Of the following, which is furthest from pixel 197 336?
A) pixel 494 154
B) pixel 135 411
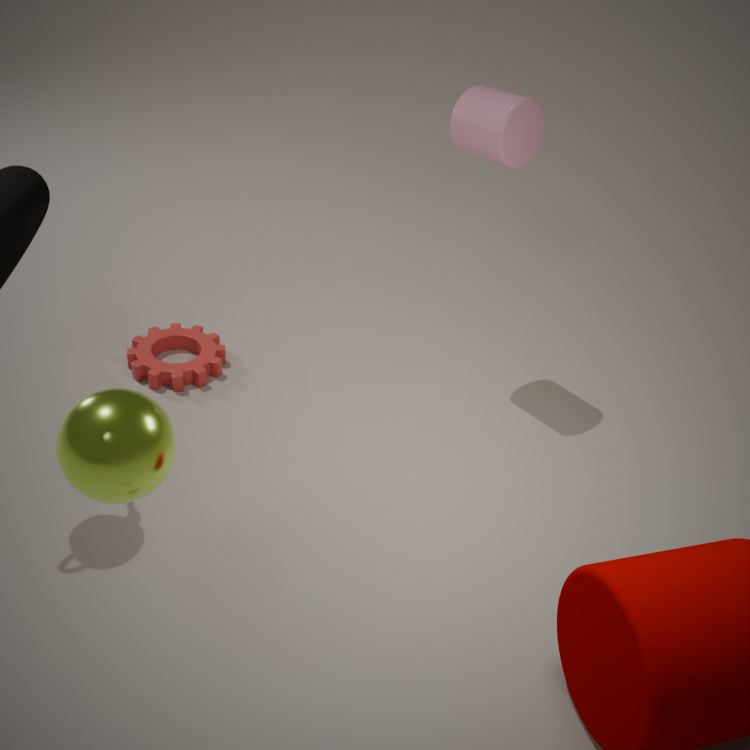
pixel 135 411
